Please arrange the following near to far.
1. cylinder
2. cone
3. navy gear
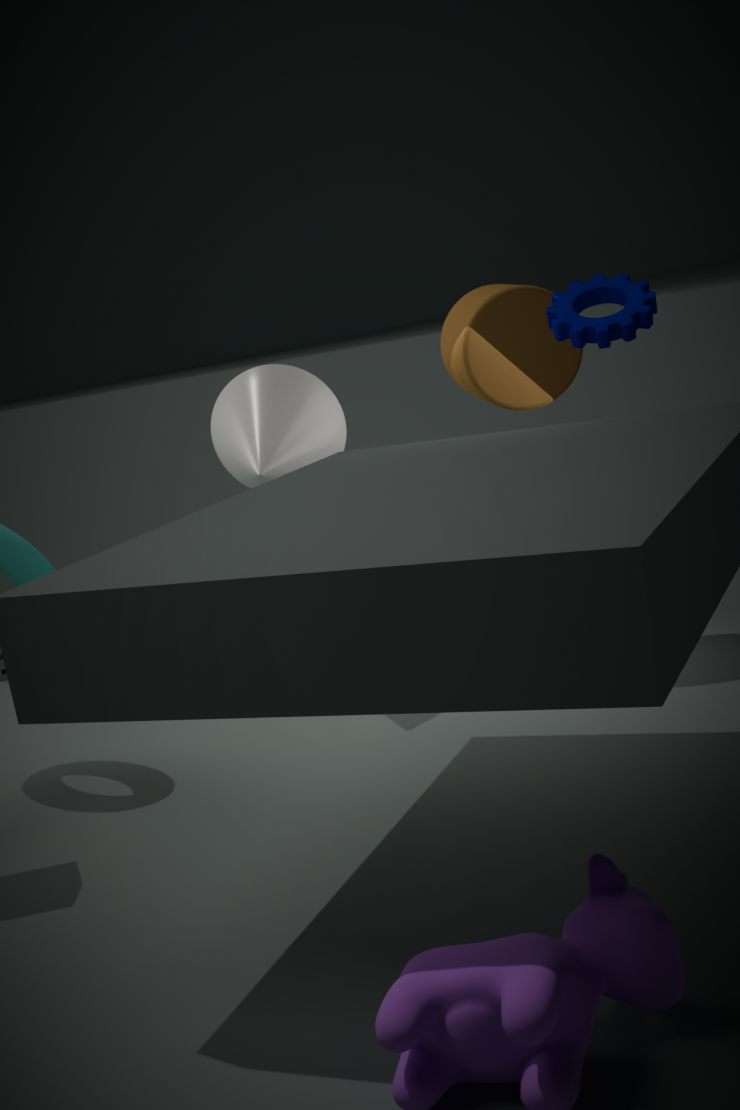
1. navy gear
2. cylinder
3. cone
